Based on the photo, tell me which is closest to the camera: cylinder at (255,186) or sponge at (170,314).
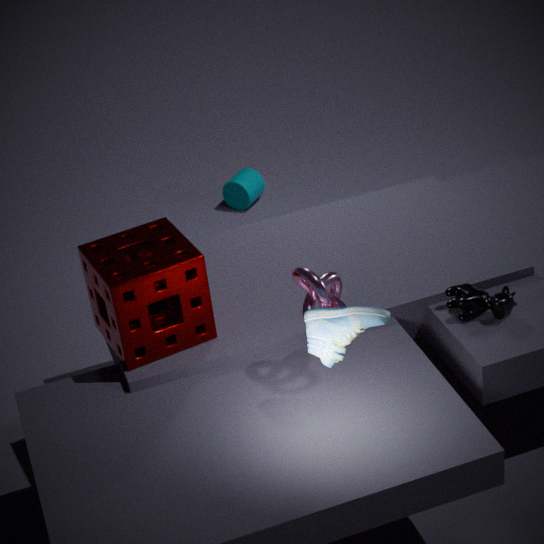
sponge at (170,314)
